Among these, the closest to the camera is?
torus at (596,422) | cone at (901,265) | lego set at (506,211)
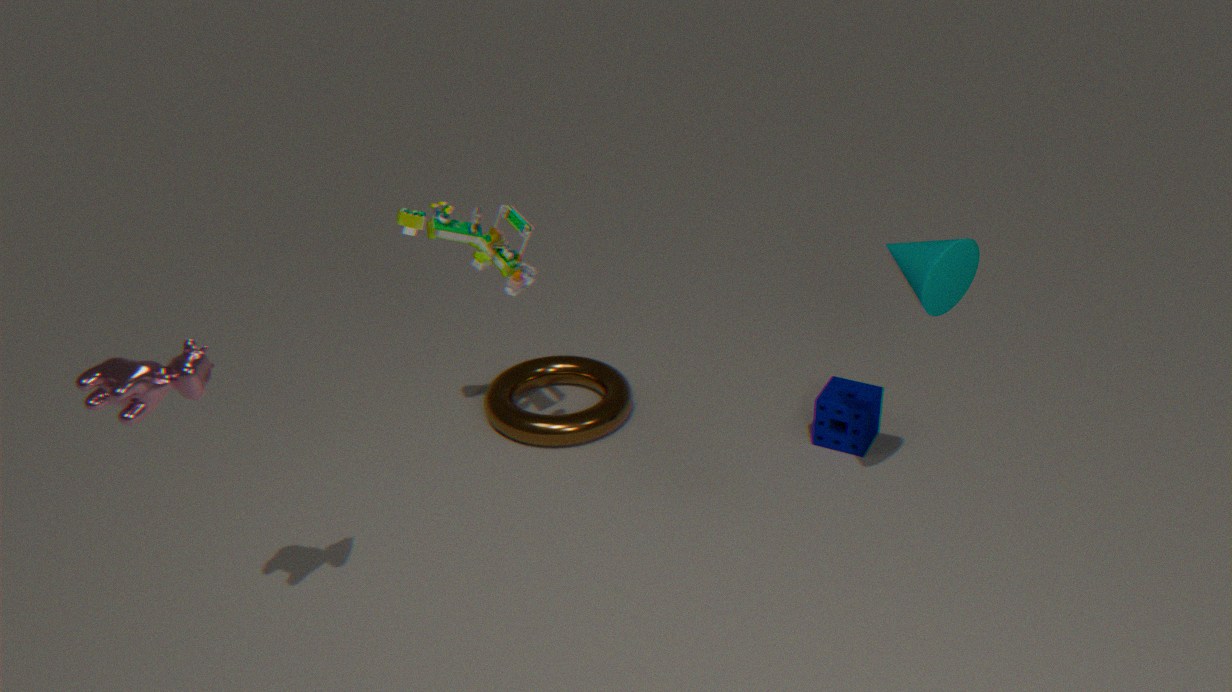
cone at (901,265)
